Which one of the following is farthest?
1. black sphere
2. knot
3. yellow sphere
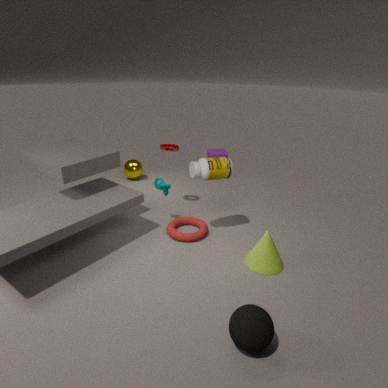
yellow sphere
